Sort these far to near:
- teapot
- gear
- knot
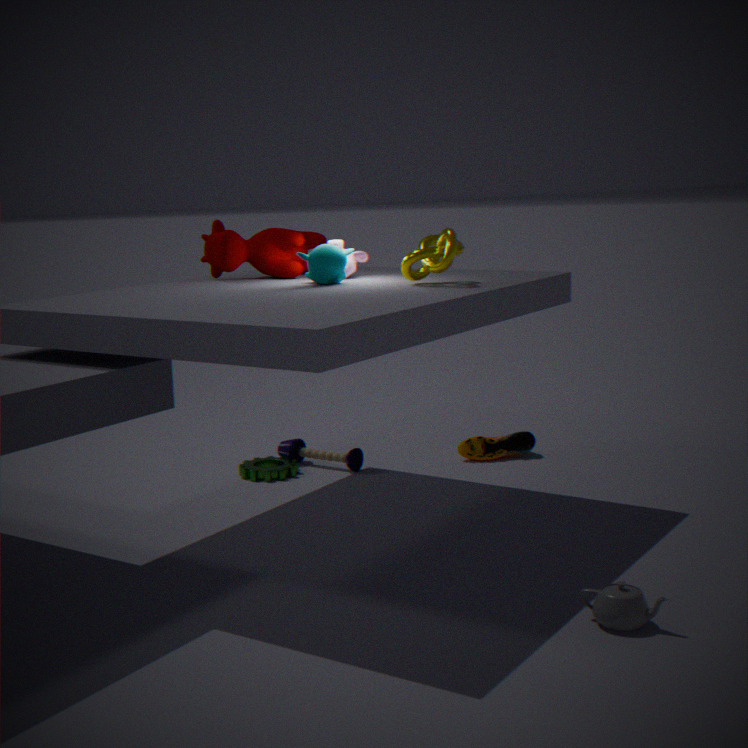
gear, knot, teapot
